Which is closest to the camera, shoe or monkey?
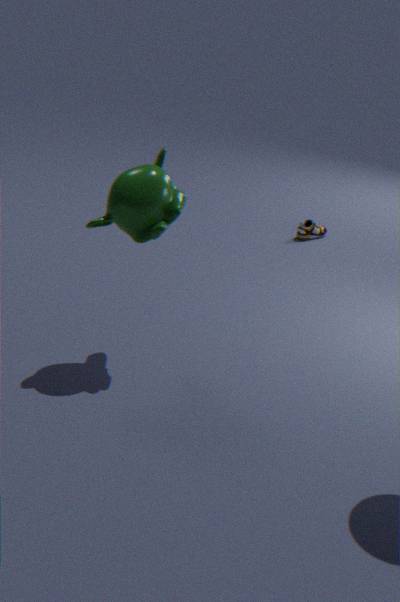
monkey
